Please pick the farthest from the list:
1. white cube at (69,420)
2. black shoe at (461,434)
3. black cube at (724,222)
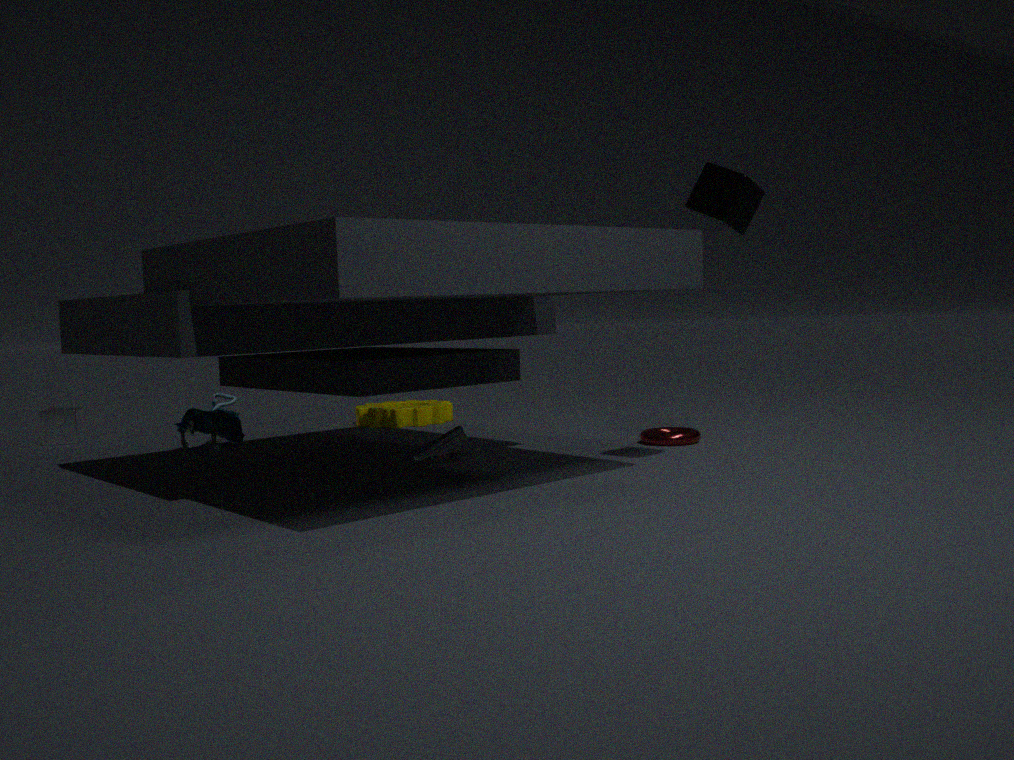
white cube at (69,420)
